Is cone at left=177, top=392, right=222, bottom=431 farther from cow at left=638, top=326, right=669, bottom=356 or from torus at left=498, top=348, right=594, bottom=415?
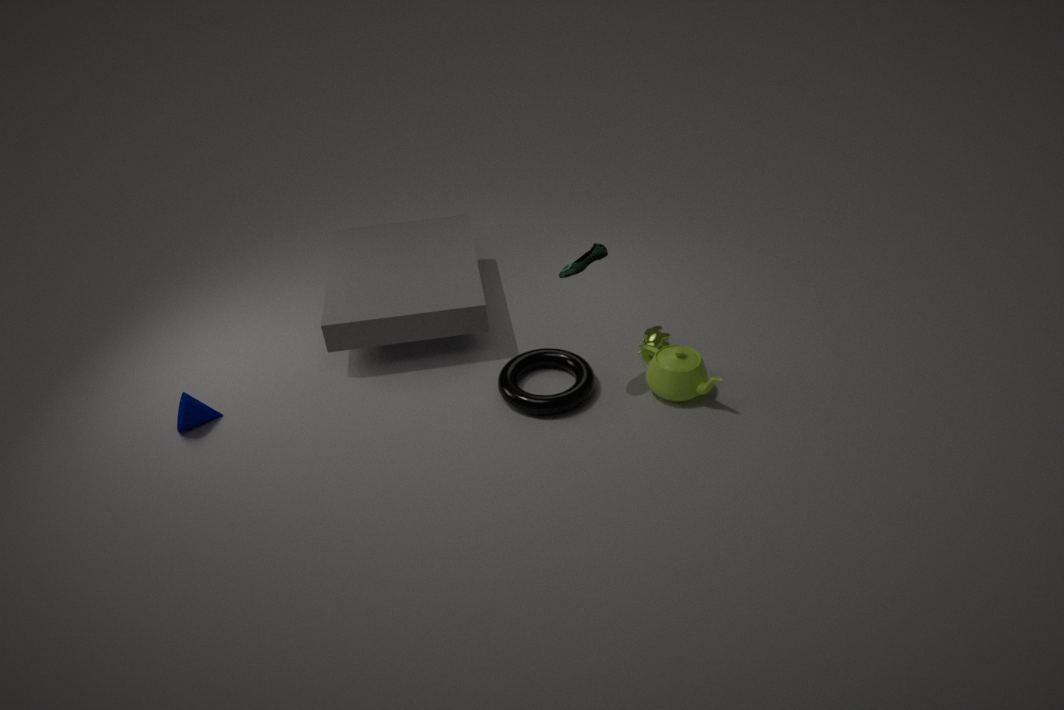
cow at left=638, top=326, right=669, bottom=356
